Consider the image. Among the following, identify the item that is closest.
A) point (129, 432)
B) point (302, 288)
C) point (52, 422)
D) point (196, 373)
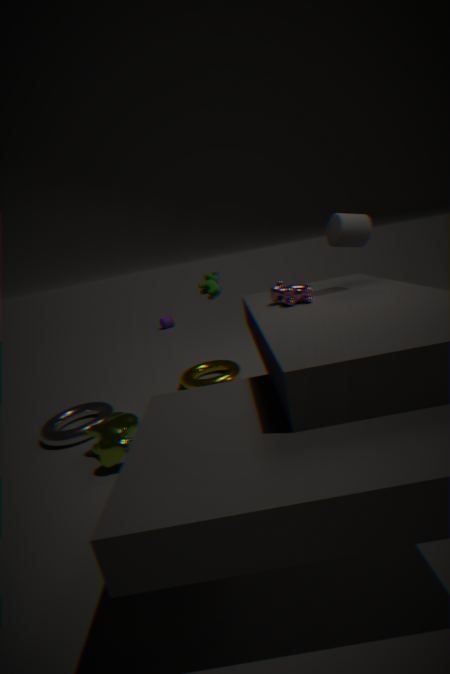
point (302, 288)
